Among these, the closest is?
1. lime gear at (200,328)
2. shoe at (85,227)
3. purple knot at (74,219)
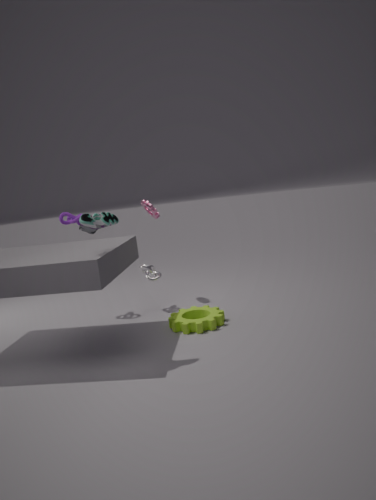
shoe at (85,227)
